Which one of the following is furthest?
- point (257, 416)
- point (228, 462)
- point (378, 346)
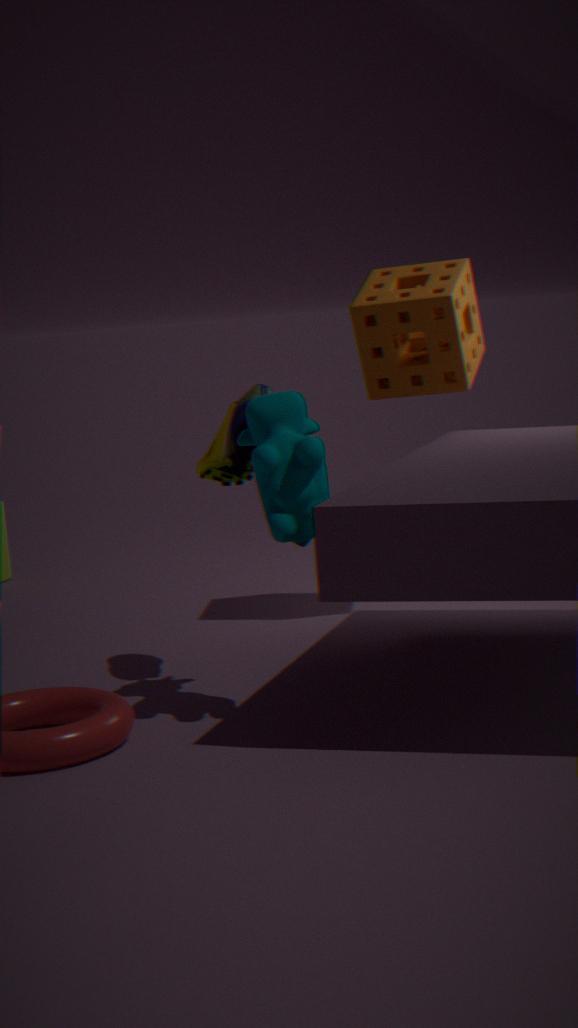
point (378, 346)
